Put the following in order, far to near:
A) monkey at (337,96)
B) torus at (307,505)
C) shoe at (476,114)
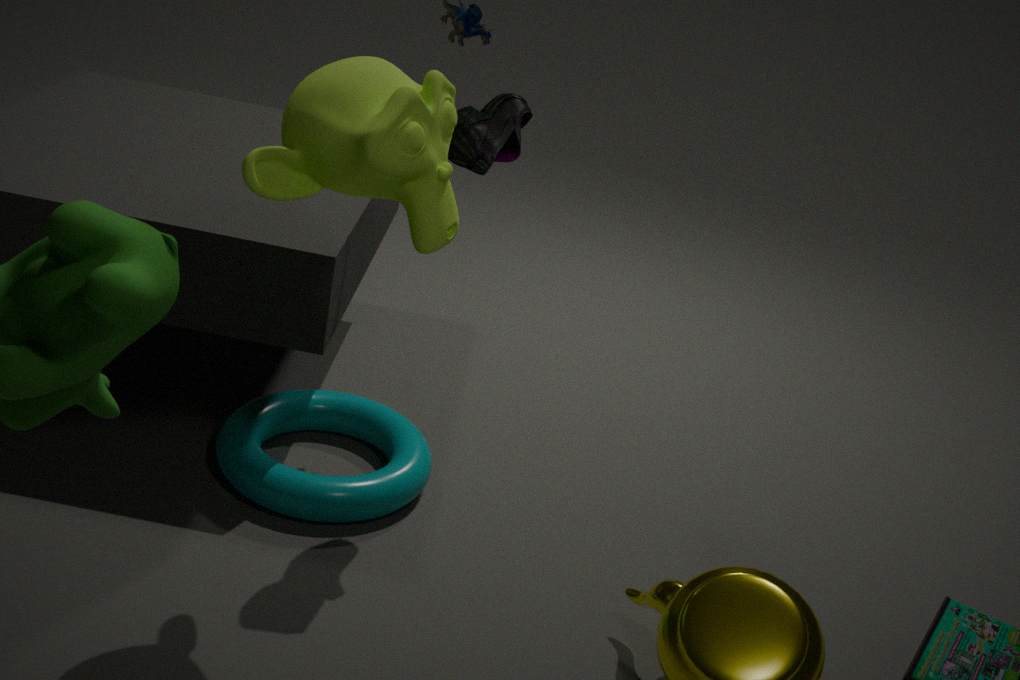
1. torus at (307,505)
2. shoe at (476,114)
3. monkey at (337,96)
